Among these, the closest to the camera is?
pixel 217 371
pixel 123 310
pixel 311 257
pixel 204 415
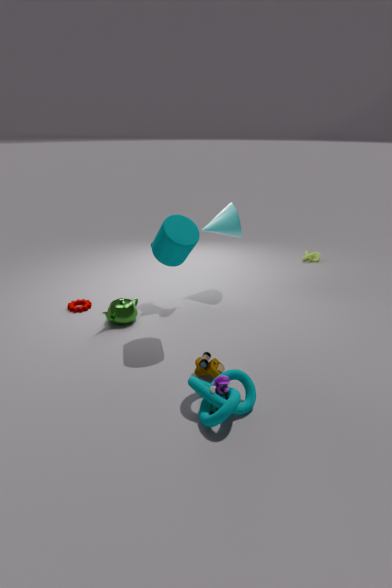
pixel 204 415
